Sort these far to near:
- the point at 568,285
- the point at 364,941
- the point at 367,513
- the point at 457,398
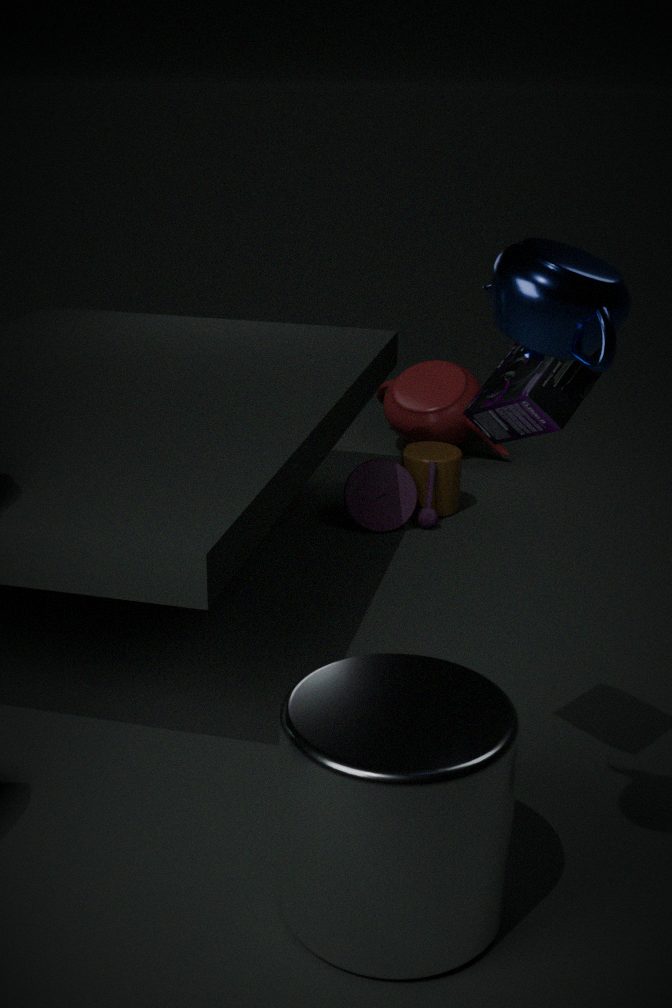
the point at 457,398, the point at 367,513, the point at 364,941, the point at 568,285
